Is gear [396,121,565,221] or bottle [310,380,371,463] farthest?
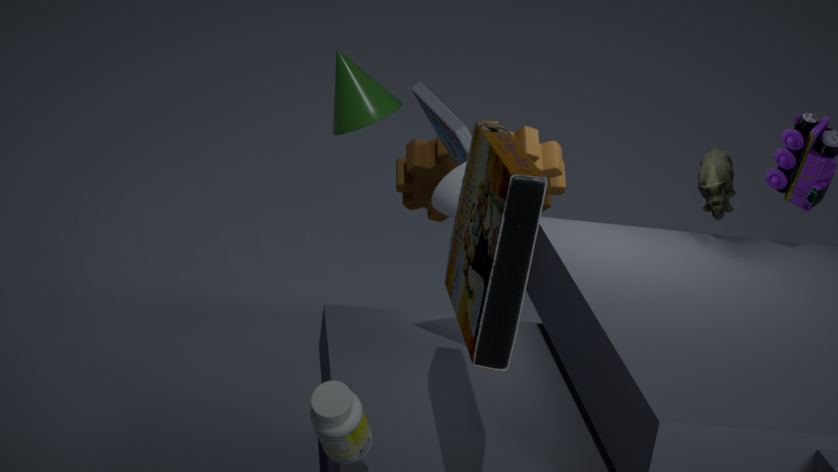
gear [396,121,565,221]
